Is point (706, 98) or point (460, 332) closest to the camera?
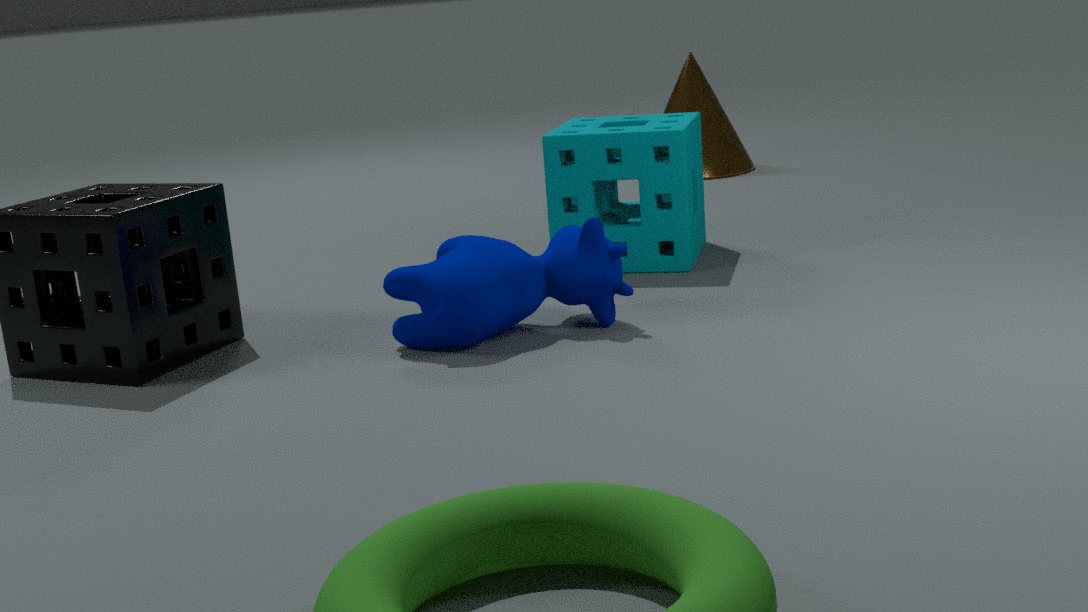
point (460, 332)
